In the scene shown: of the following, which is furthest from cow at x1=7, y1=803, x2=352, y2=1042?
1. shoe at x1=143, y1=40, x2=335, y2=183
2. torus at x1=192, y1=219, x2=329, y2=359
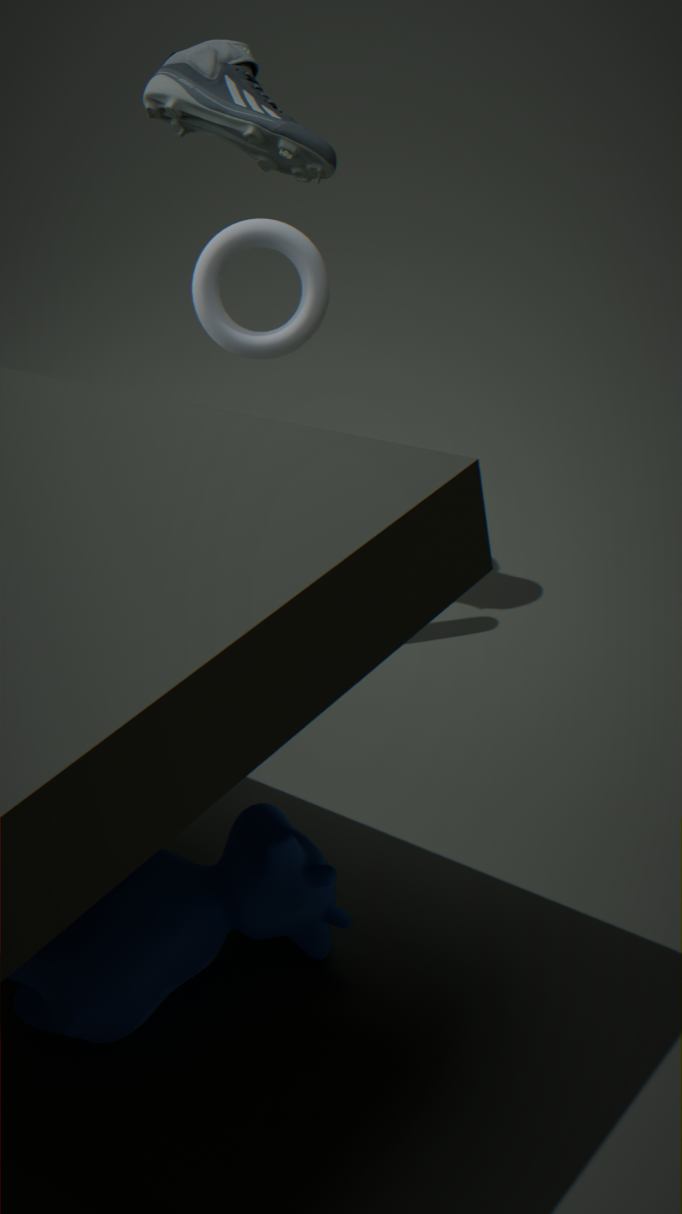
shoe at x1=143, y1=40, x2=335, y2=183
